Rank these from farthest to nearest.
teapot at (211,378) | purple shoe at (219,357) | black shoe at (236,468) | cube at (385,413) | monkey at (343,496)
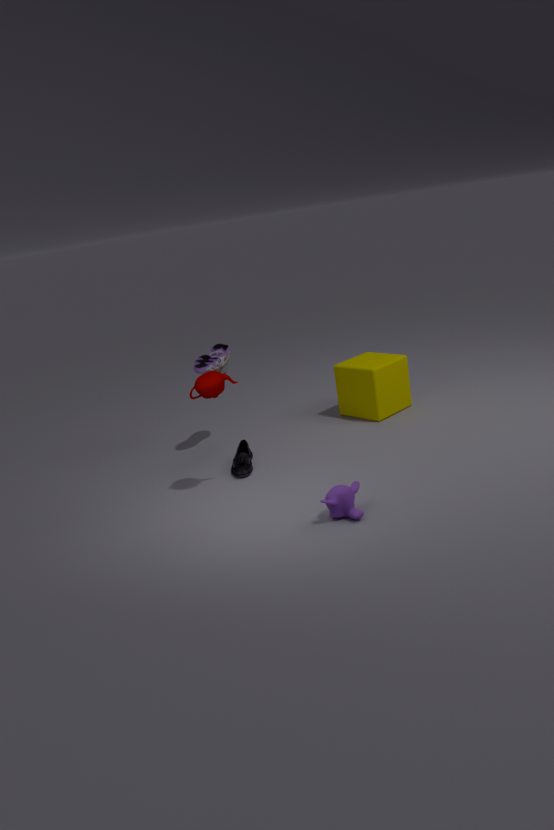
1. cube at (385,413)
2. purple shoe at (219,357)
3. black shoe at (236,468)
4. teapot at (211,378)
5. monkey at (343,496)
